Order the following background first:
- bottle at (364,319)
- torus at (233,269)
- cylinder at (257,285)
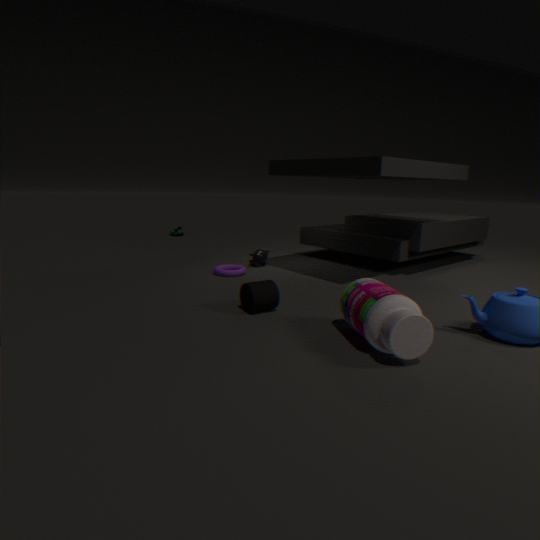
torus at (233,269)
cylinder at (257,285)
bottle at (364,319)
